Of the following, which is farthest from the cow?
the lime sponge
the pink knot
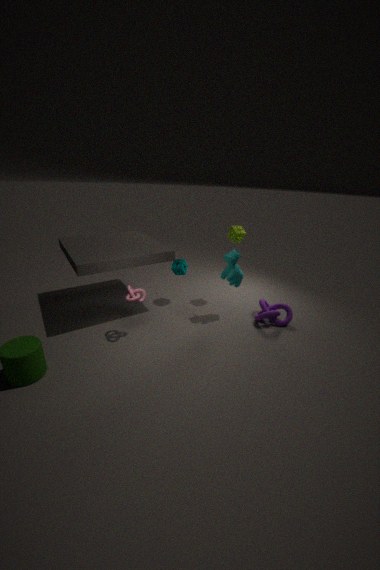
the pink knot
